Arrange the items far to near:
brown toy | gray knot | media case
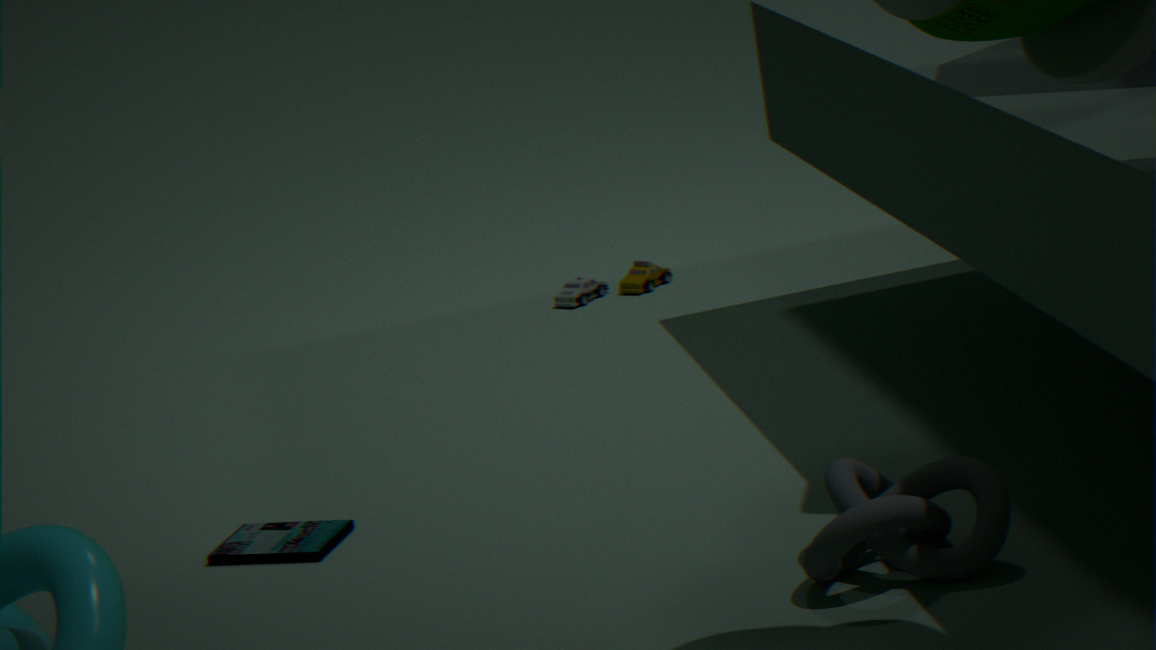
brown toy, media case, gray knot
